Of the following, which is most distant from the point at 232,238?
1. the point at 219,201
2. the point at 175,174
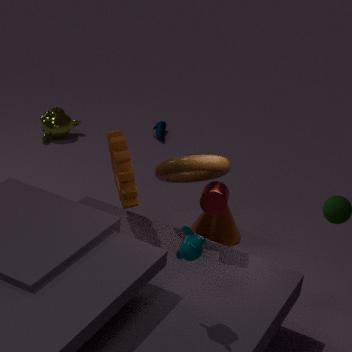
the point at 219,201
